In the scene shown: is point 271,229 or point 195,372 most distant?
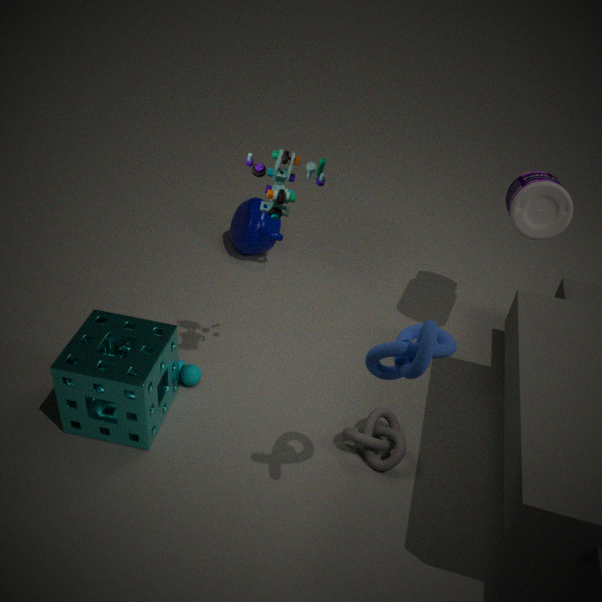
point 271,229
